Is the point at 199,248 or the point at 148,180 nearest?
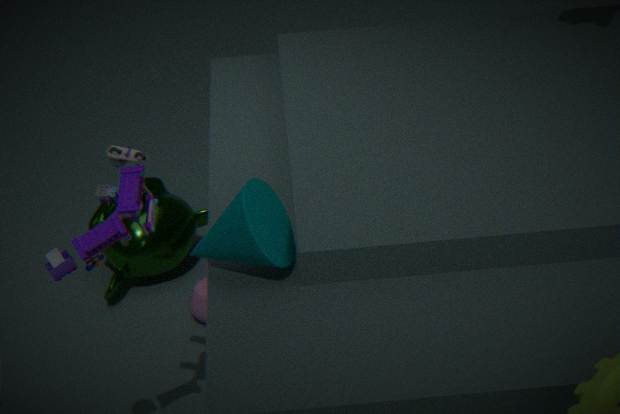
the point at 199,248
